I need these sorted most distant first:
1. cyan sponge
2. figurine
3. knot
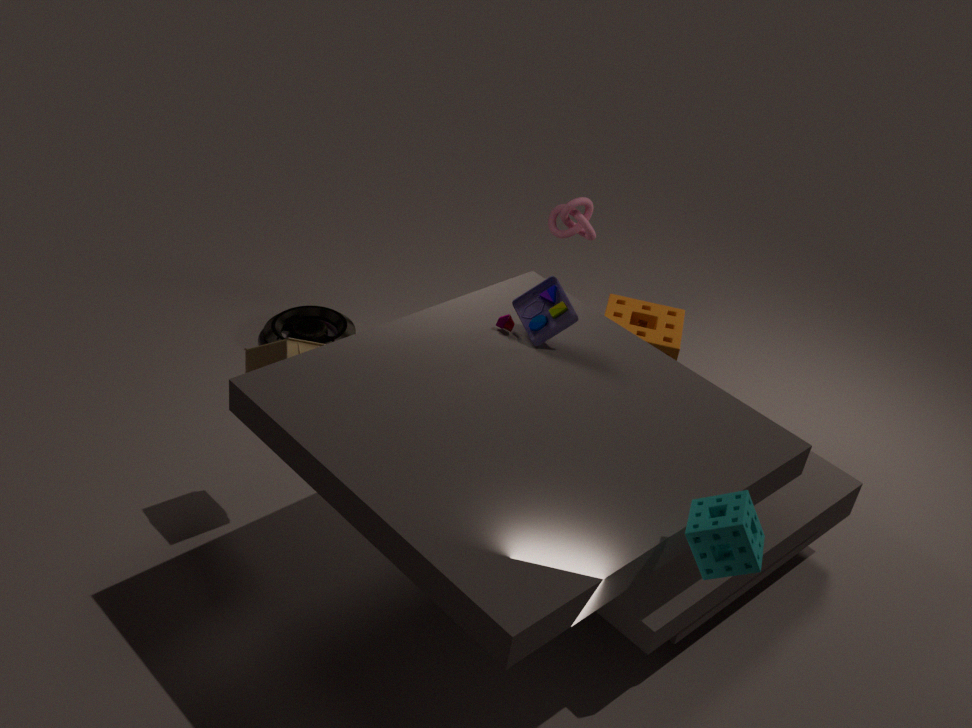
knot, figurine, cyan sponge
